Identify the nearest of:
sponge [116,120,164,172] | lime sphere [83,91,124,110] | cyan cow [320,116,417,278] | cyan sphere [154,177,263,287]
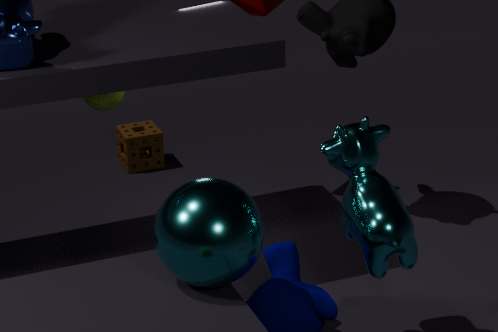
cyan sphere [154,177,263,287]
